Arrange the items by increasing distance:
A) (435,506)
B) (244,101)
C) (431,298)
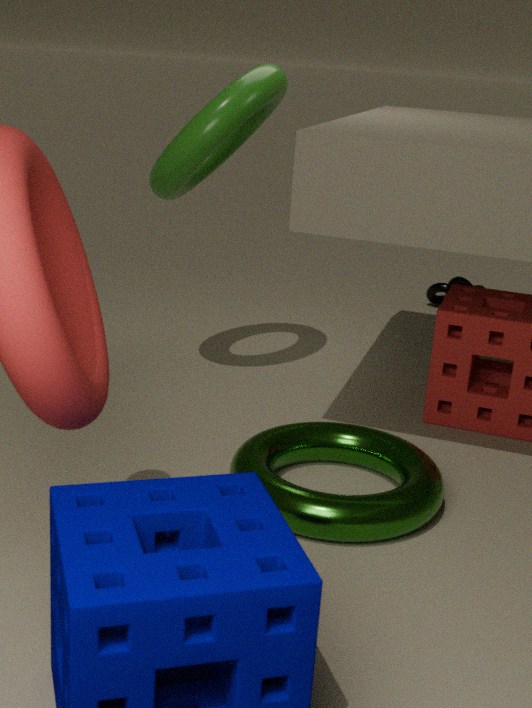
1. (435,506)
2. (244,101)
3. (431,298)
